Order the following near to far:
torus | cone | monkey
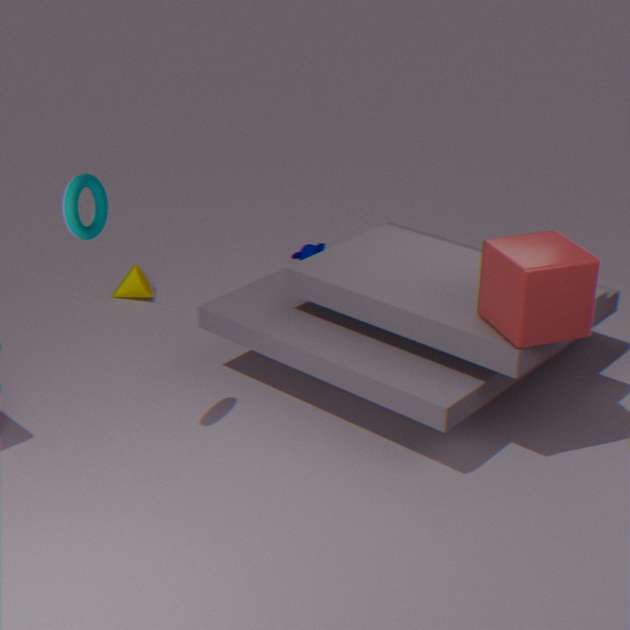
torus → cone → monkey
